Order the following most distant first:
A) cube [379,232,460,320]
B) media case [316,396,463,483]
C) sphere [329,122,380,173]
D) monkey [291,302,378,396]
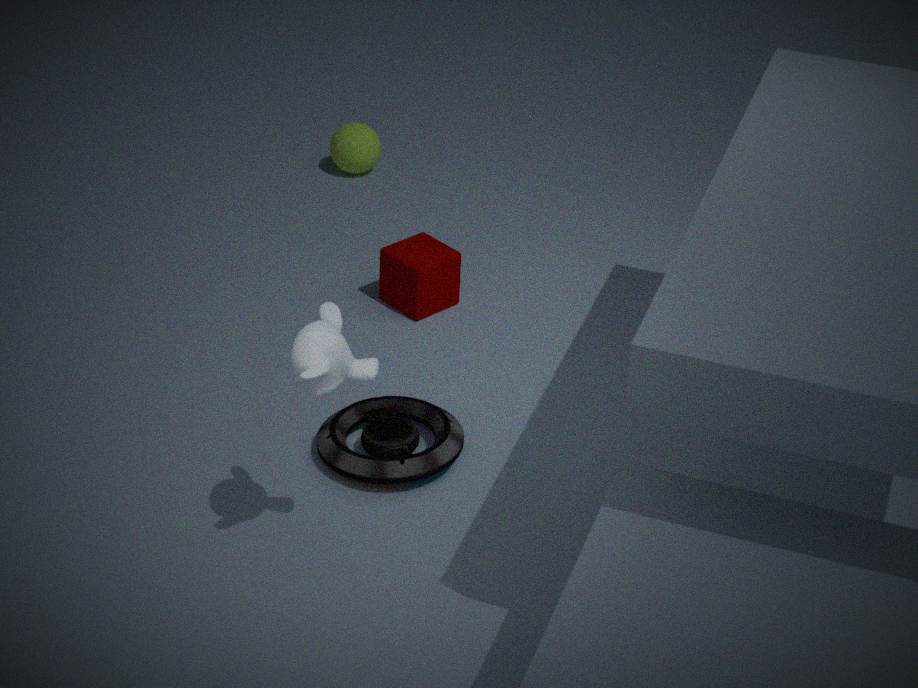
sphere [329,122,380,173] < cube [379,232,460,320] < media case [316,396,463,483] < monkey [291,302,378,396]
